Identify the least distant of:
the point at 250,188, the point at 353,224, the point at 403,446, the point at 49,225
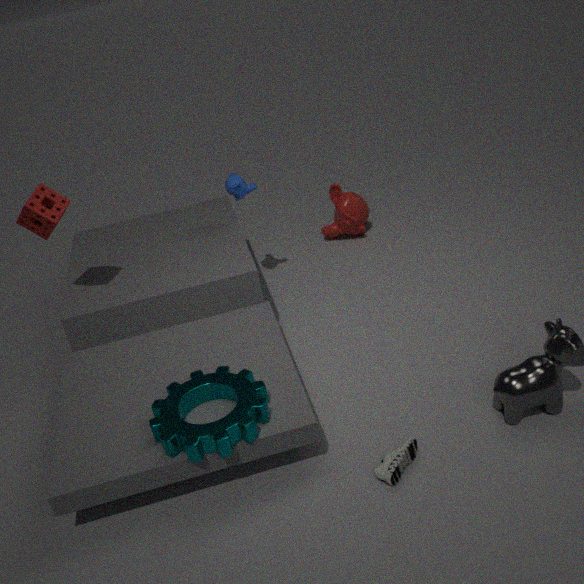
the point at 403,446
